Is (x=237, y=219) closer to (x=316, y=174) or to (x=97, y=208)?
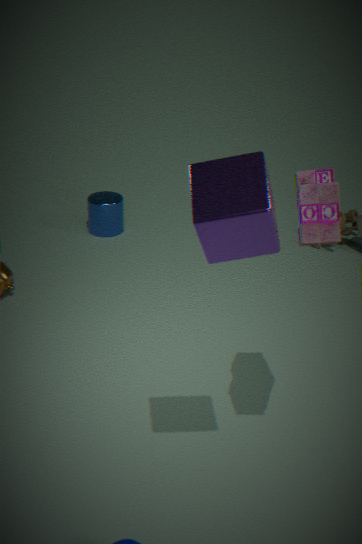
(x=316, y=174)
